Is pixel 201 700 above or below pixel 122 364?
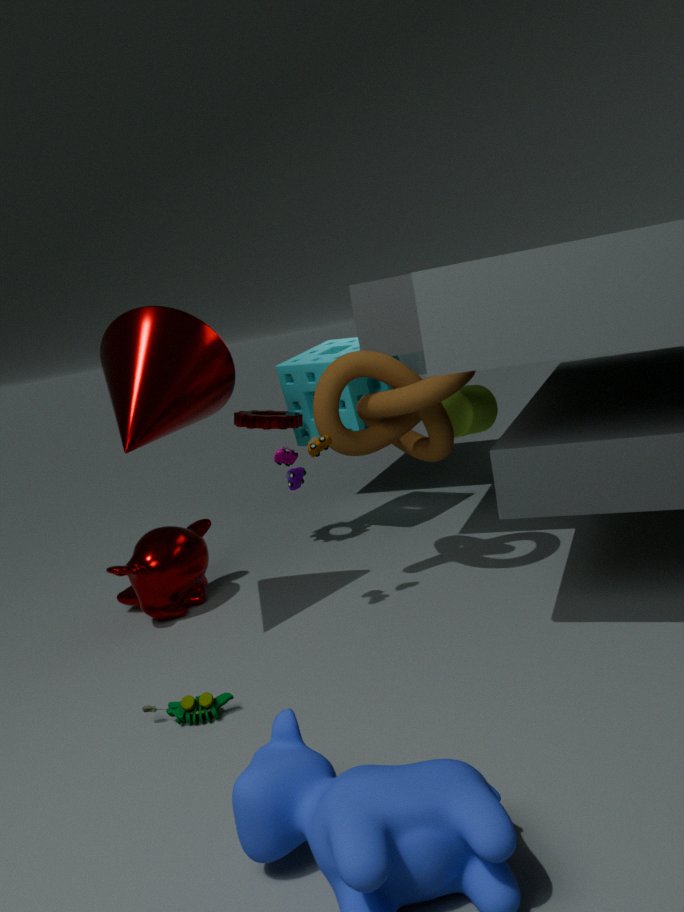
below
